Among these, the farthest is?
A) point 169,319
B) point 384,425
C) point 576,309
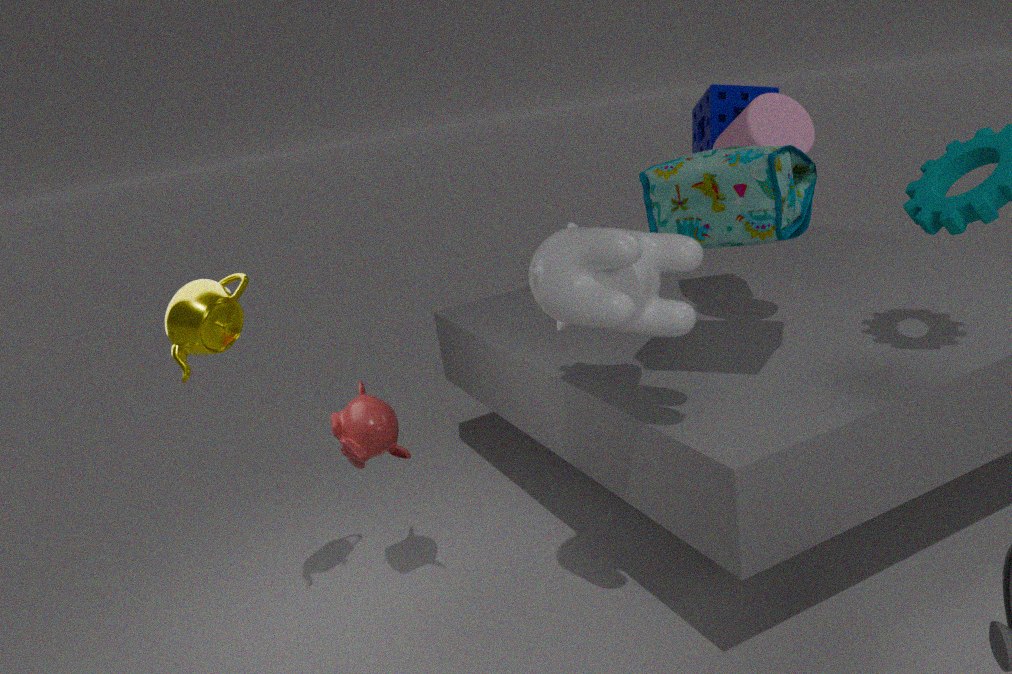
B. point 384,425
